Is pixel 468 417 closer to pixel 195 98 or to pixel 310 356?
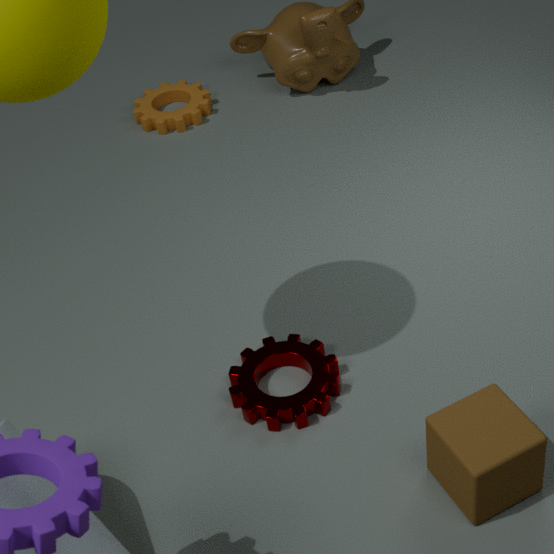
pixel 310 356
